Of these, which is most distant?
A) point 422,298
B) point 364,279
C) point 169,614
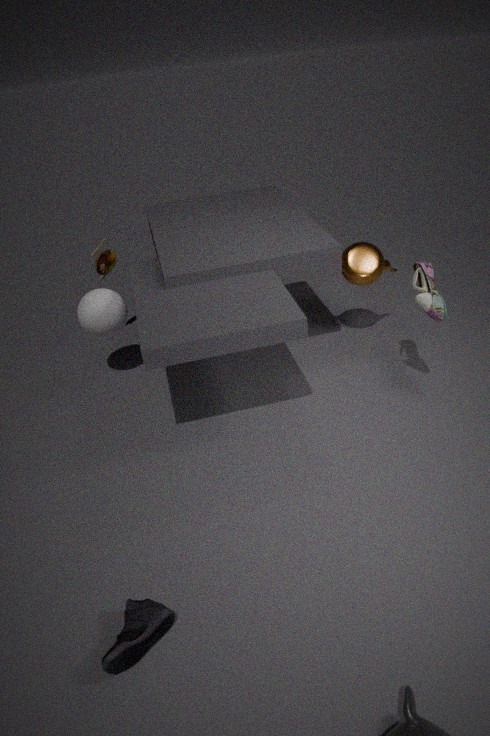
point 364,279
